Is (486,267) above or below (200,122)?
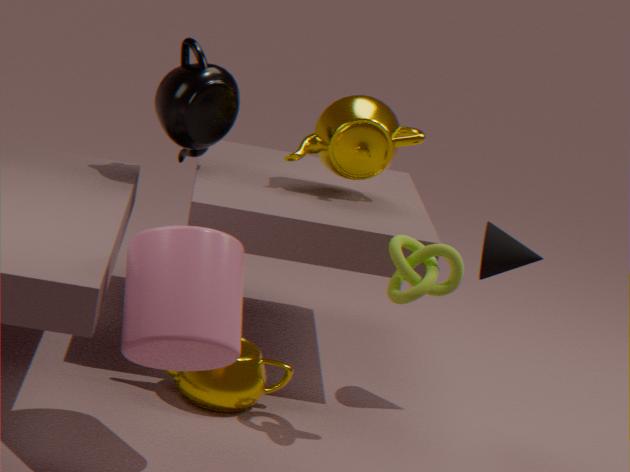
below
